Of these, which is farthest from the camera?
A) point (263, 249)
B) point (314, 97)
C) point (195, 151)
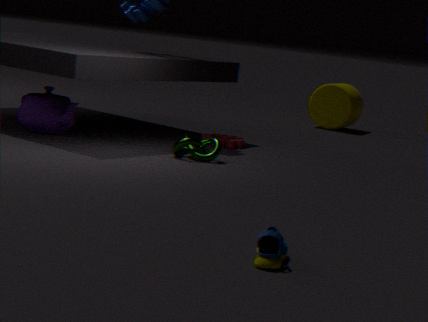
point (314, 97)
